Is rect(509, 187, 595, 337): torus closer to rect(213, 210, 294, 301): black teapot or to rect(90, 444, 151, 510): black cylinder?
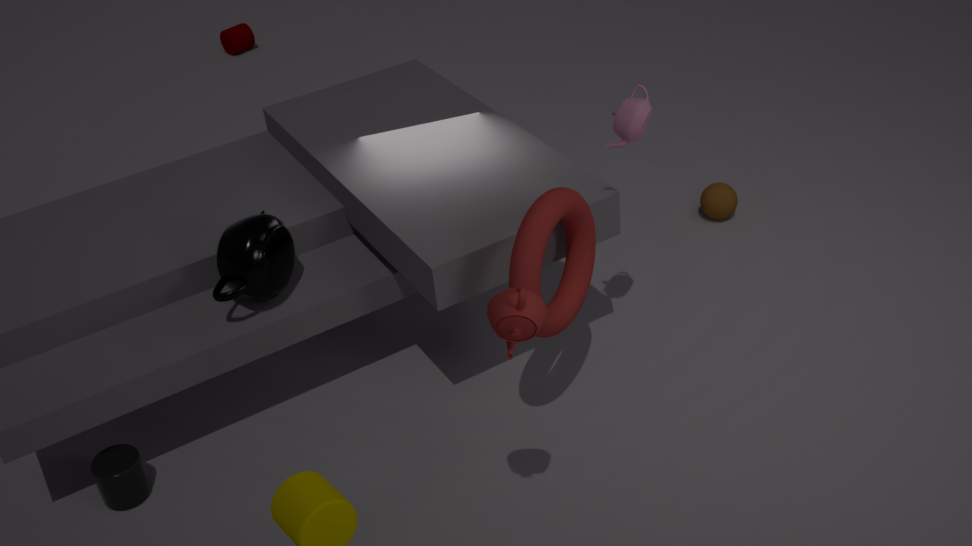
rect(213, 210, 294, 301): black teapot
